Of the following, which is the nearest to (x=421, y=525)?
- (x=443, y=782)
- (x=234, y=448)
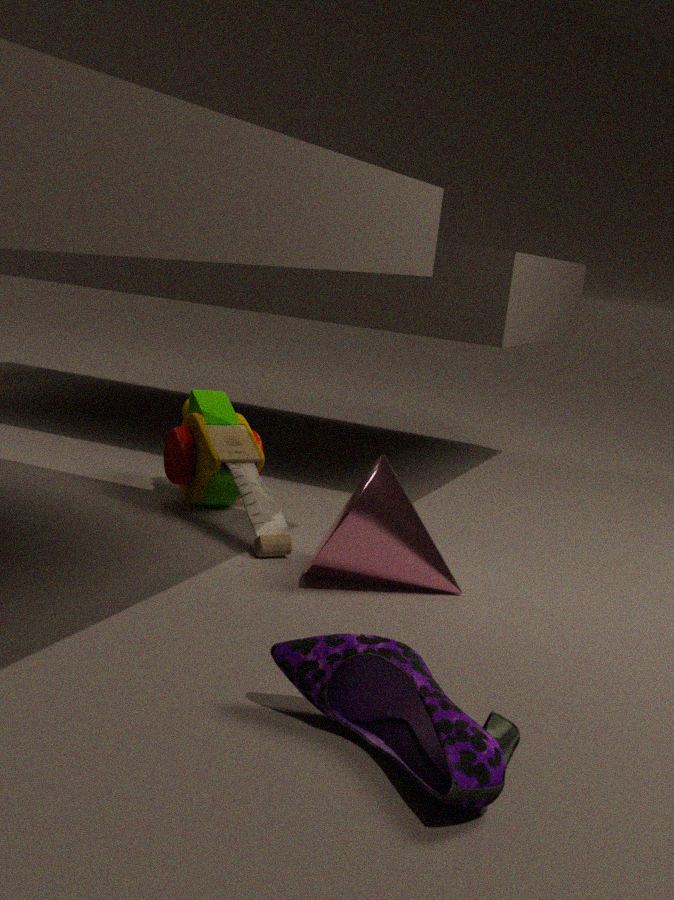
(x=234, y=448)
